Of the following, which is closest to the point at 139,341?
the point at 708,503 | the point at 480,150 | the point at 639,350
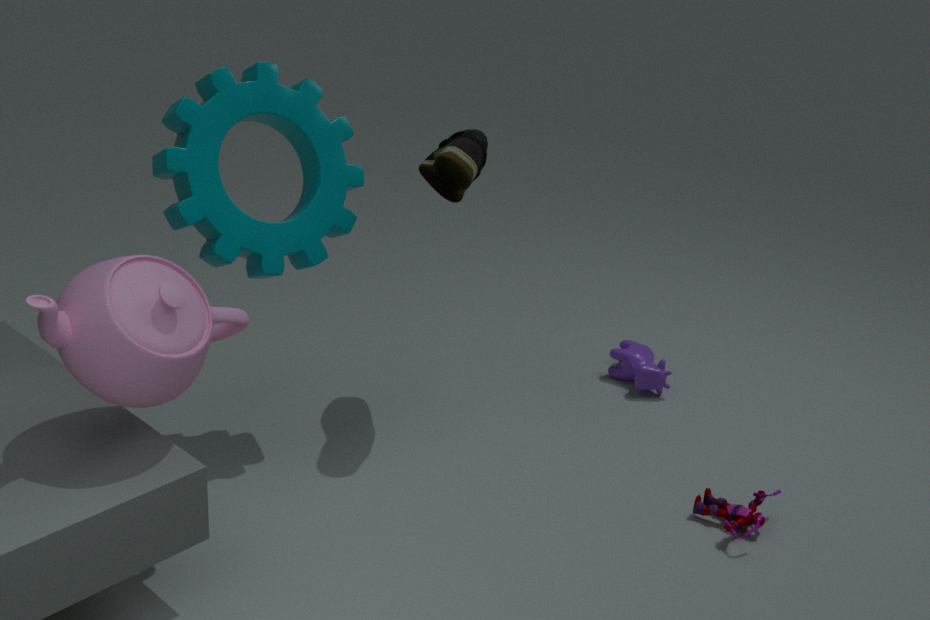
the point at 480,150
